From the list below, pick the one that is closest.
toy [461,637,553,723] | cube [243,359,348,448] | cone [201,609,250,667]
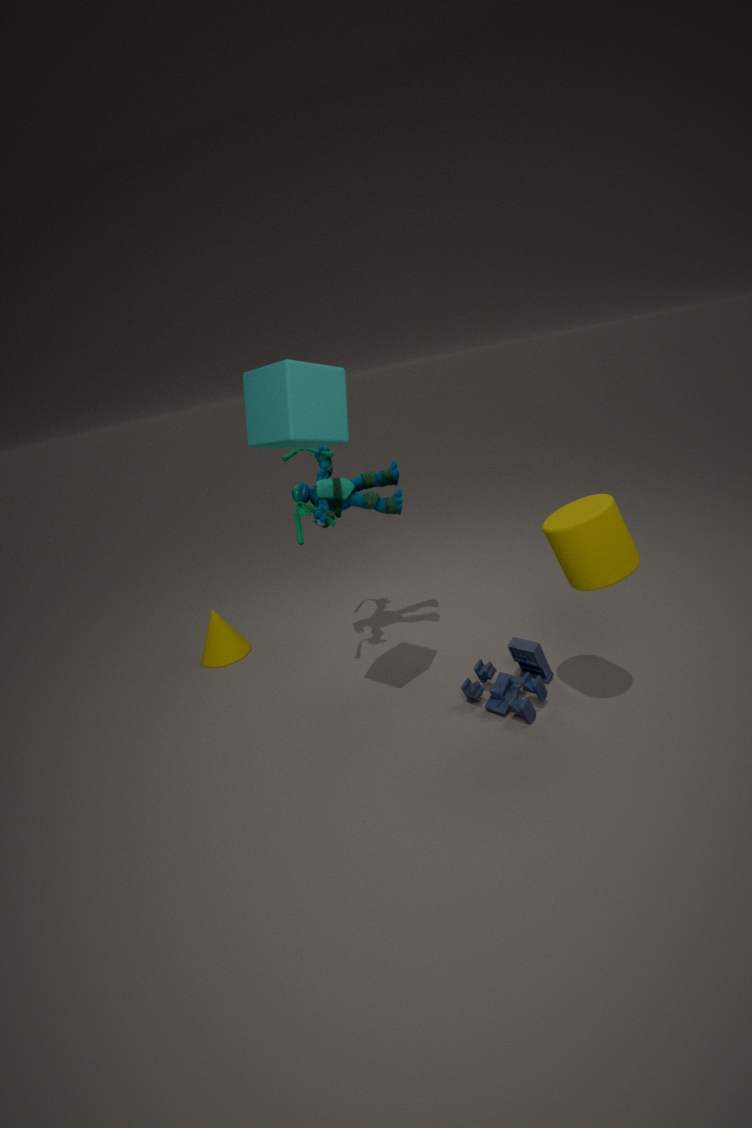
cube [243,359,348,448]
